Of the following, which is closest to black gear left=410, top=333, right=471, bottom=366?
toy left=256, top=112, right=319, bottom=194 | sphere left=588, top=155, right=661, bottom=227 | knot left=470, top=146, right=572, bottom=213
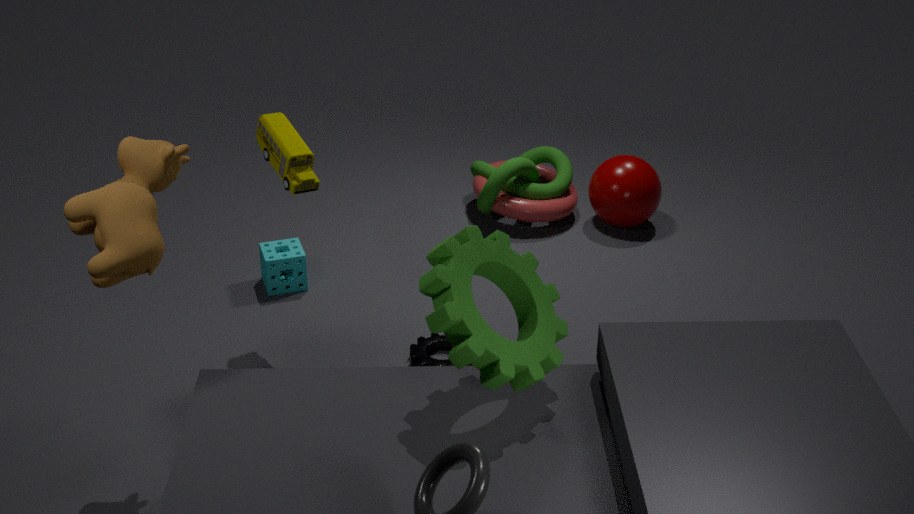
toy left=256, top=112, right=319, bottom=194
